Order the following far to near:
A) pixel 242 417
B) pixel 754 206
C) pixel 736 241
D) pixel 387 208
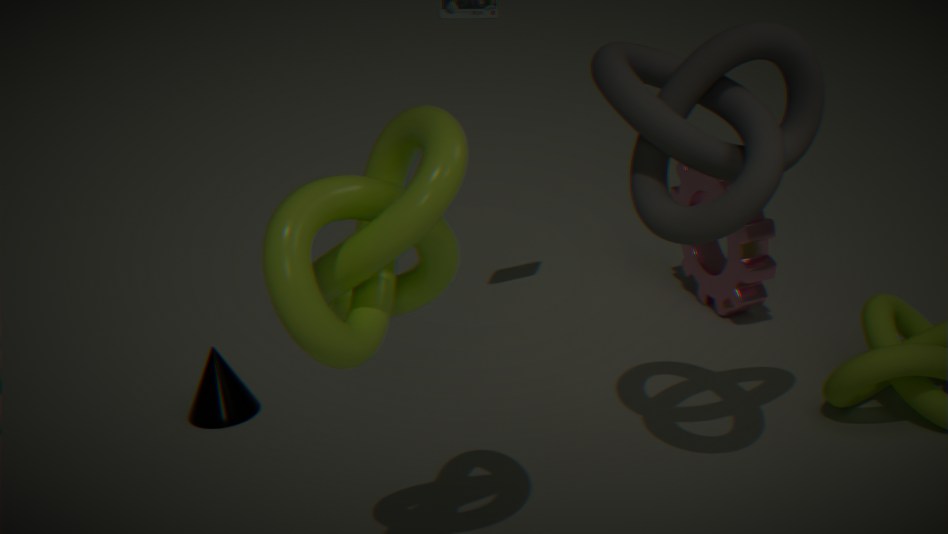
pixel 736 241, pixel 242 417, pixel 754 206, pixel 387 208
